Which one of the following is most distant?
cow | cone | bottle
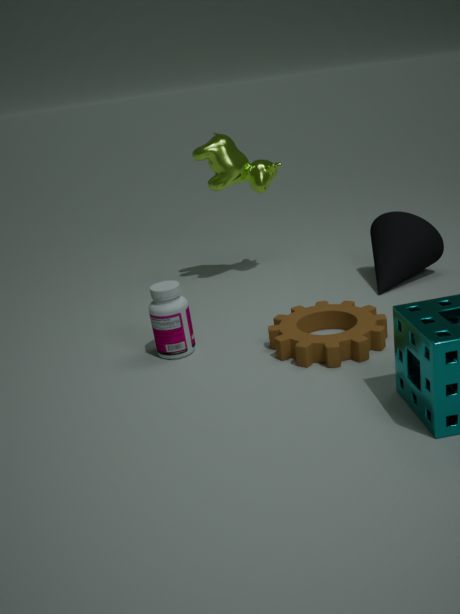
cow
